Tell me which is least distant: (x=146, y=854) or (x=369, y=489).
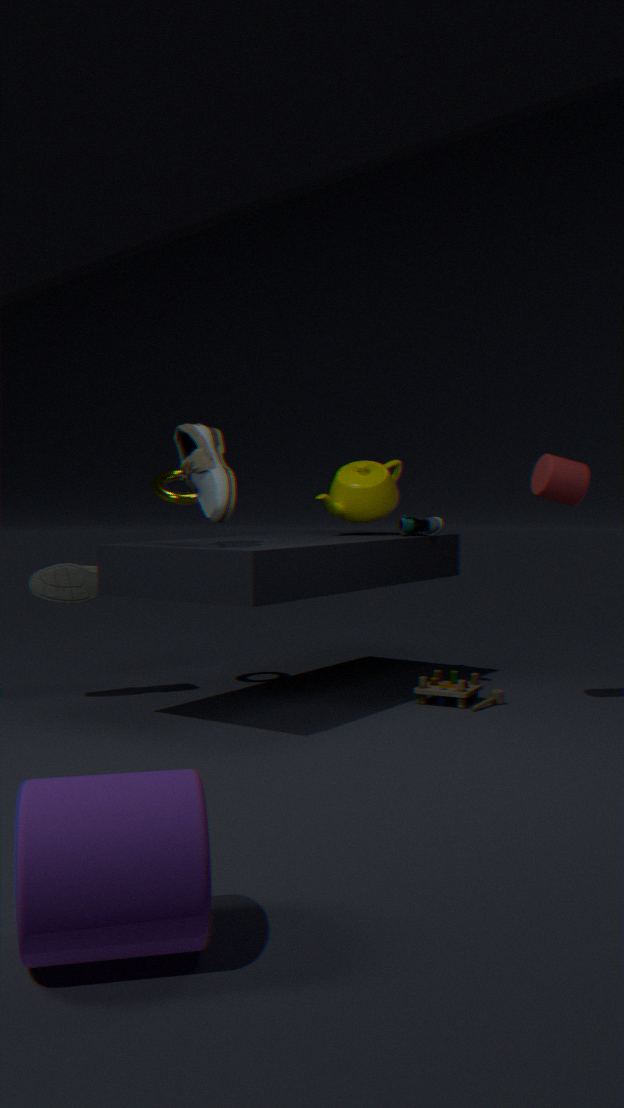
(x=146, y=854)
